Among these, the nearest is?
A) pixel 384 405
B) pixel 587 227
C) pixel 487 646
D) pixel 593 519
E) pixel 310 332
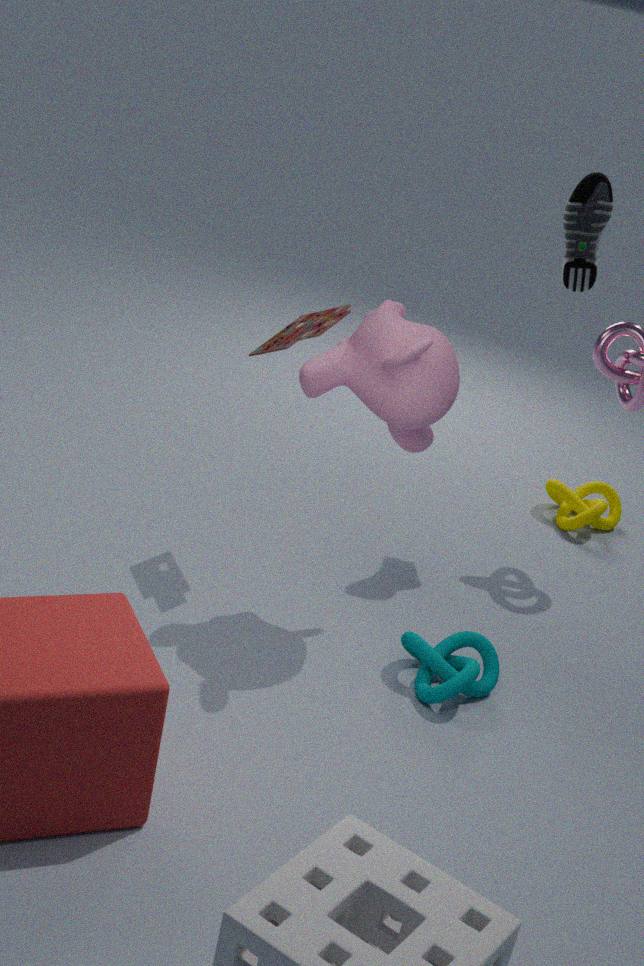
pixel 384 405
